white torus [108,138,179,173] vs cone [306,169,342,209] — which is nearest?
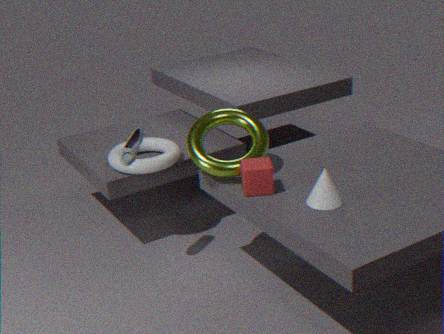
cone [306,169,342,209]
